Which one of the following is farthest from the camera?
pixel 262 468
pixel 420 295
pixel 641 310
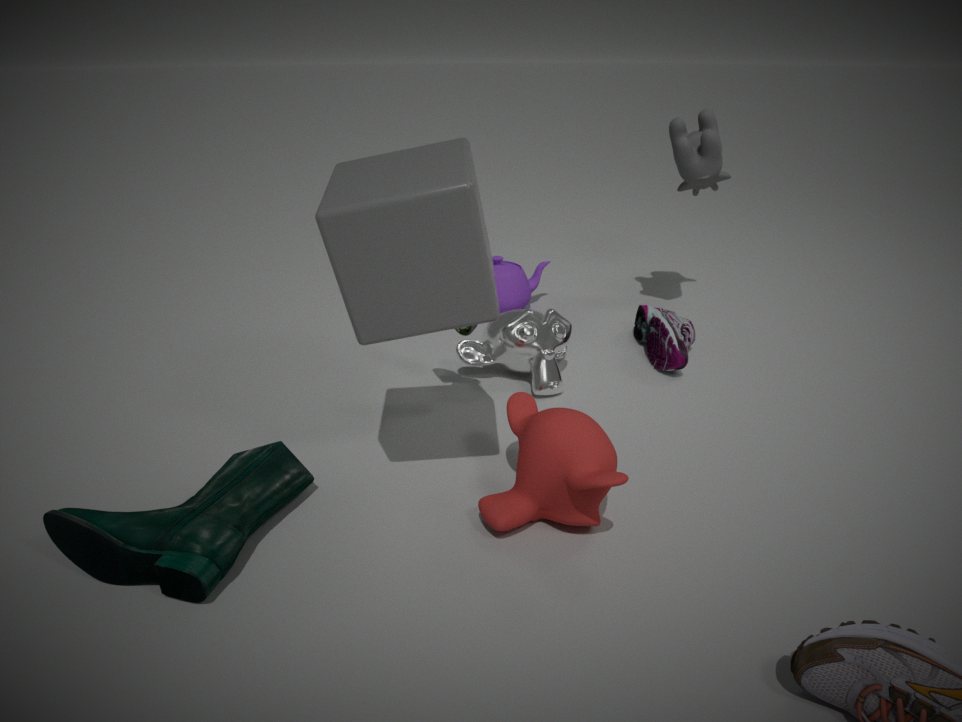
pixel 641 310
